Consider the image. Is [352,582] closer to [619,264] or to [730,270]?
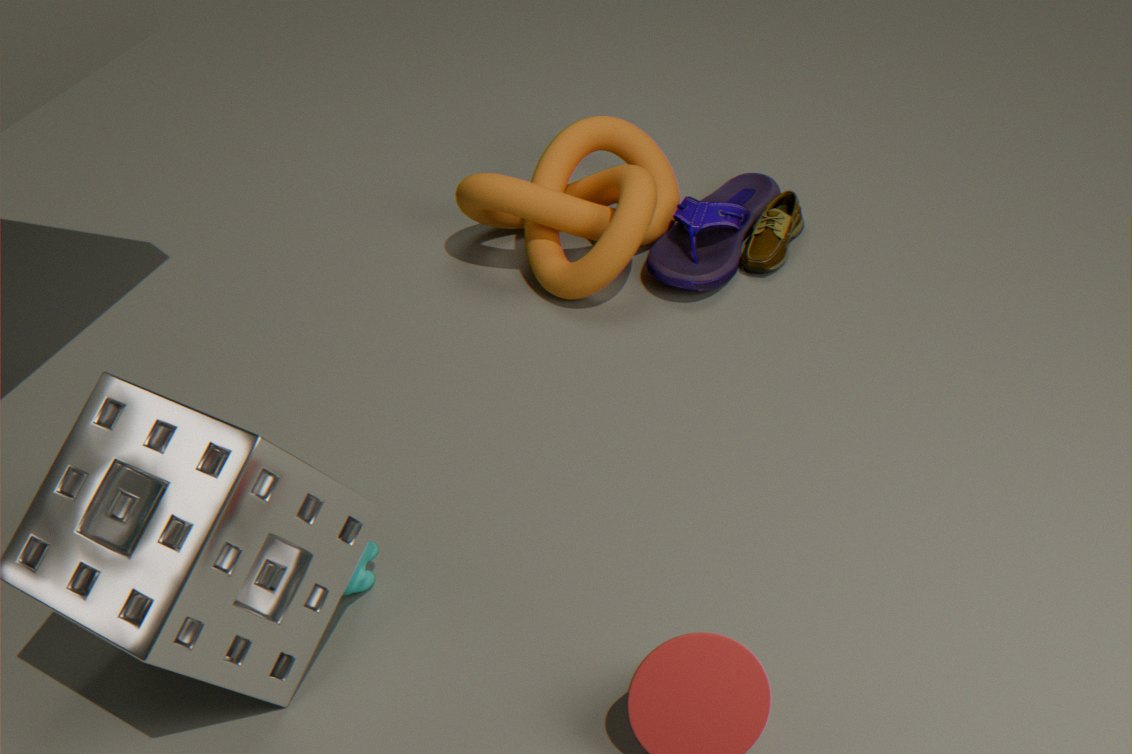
[619,264]
